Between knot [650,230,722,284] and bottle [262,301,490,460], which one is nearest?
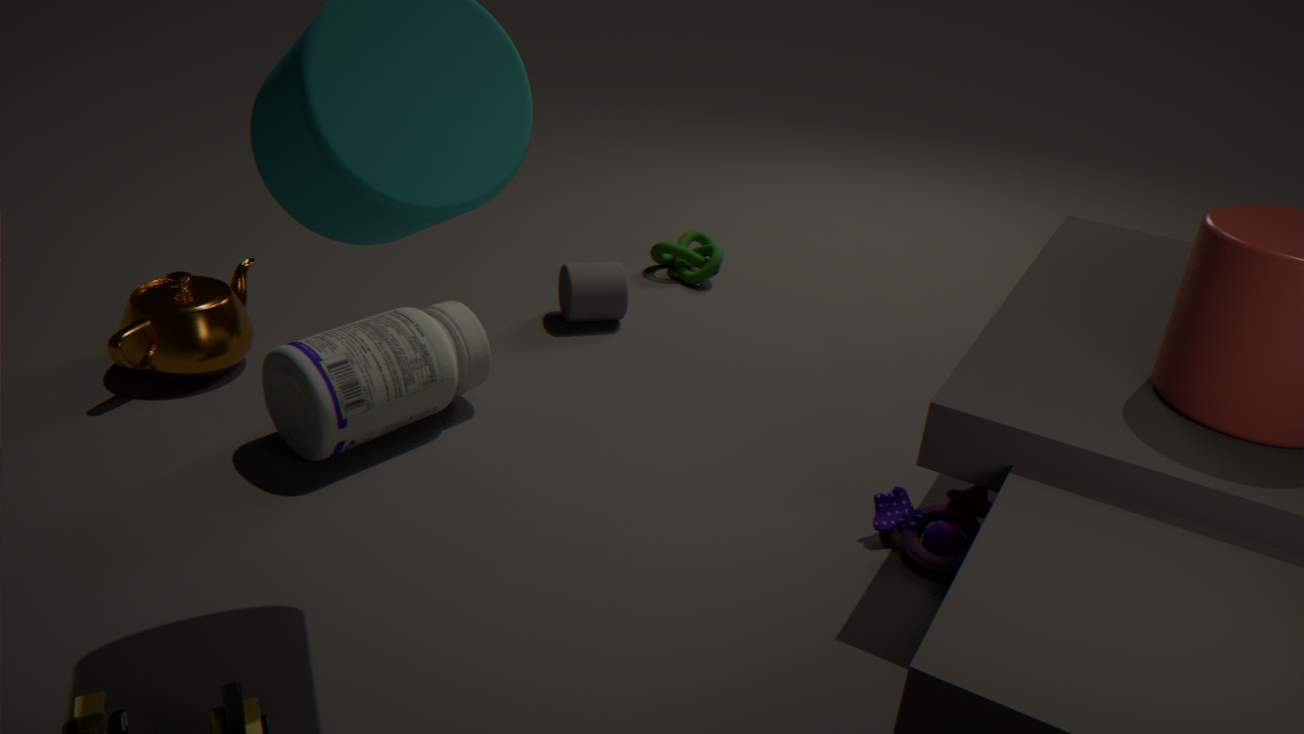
bottle [262,301,490,460]
